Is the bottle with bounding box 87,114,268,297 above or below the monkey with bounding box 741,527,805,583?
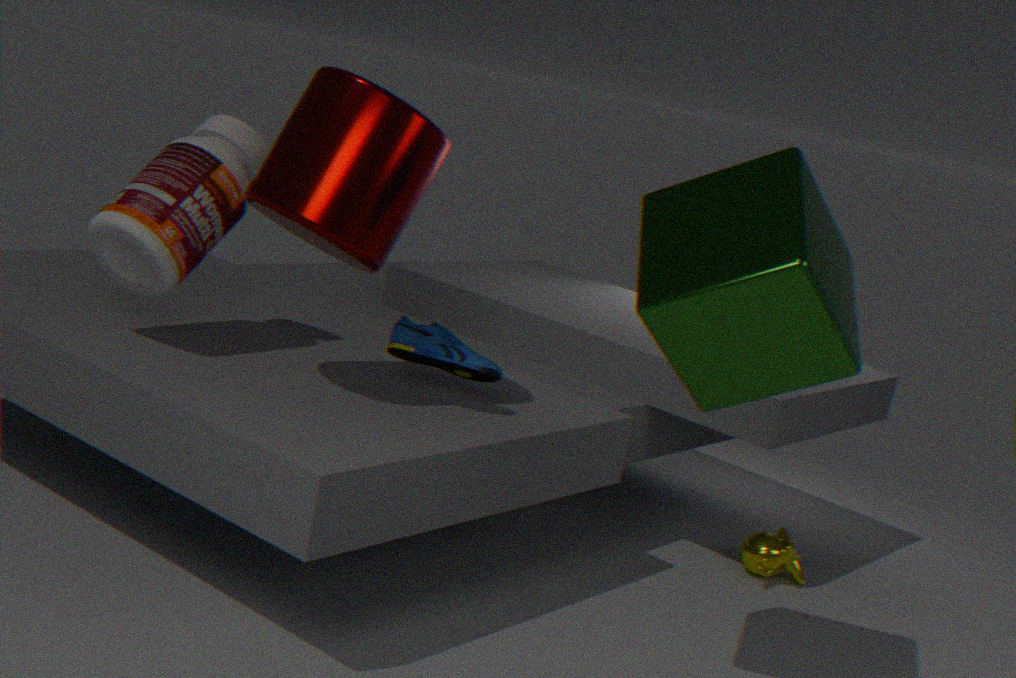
above
